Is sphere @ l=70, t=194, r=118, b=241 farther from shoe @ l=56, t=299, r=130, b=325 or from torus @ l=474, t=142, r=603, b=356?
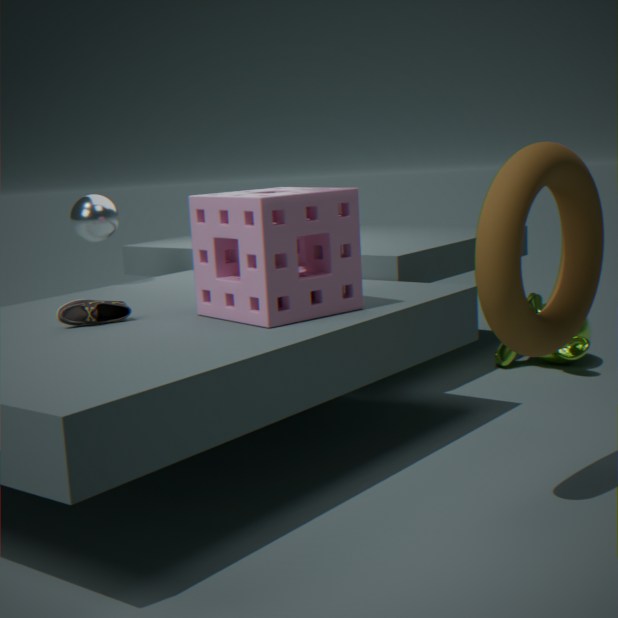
torus @ l=474, t=142, r=603, b=356
